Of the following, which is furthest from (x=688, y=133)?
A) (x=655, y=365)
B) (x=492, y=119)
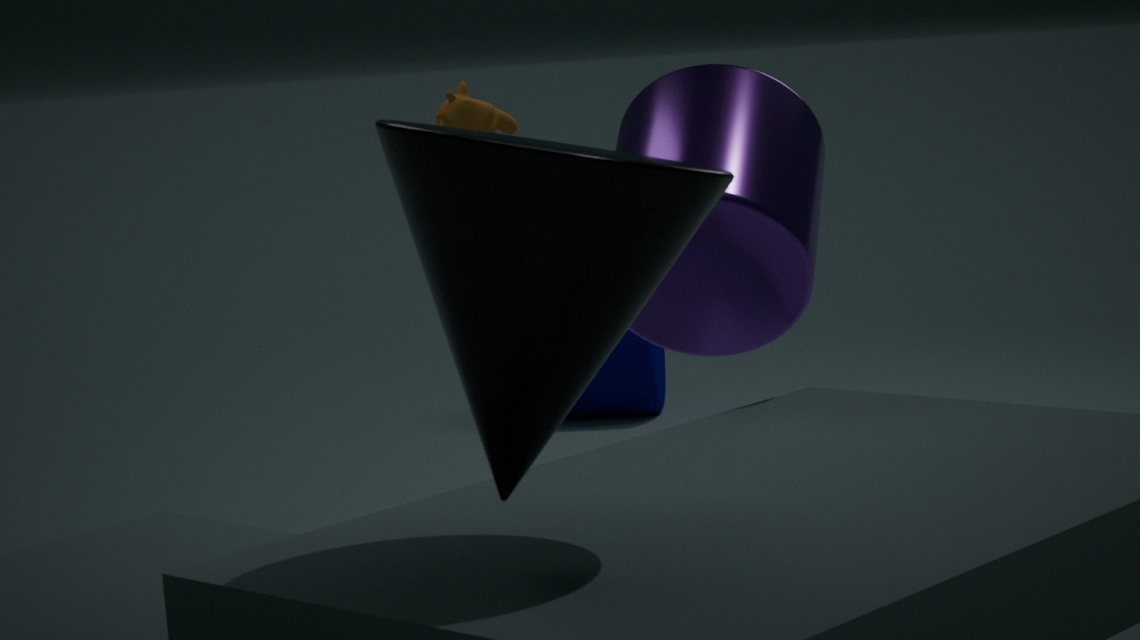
(x=655, y=365)
